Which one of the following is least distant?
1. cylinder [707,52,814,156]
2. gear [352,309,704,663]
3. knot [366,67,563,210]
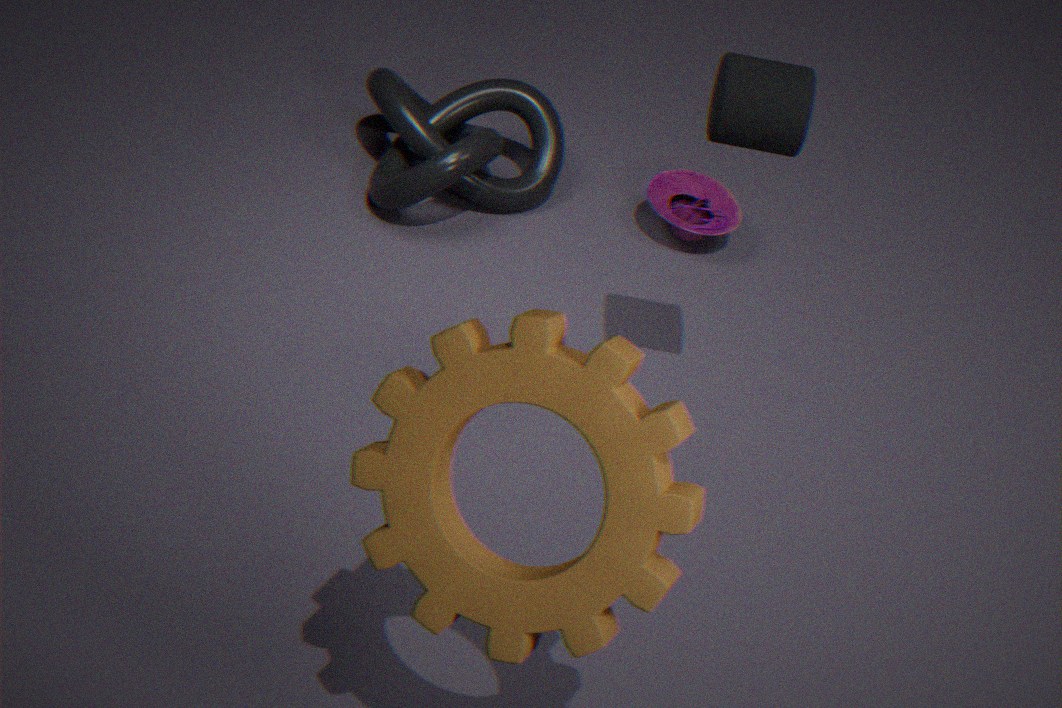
gear [352,309,704,663]
